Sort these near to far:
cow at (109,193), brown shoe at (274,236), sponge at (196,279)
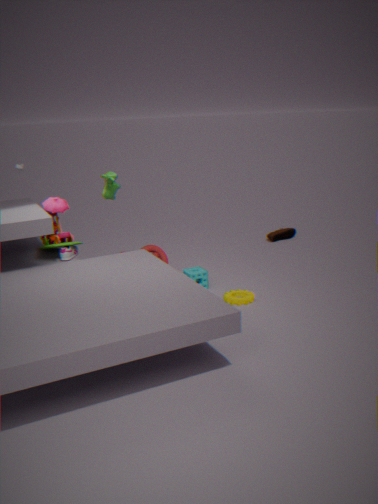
cow at (109,193), sponge at (196,279), brown shoe at (274,236)
